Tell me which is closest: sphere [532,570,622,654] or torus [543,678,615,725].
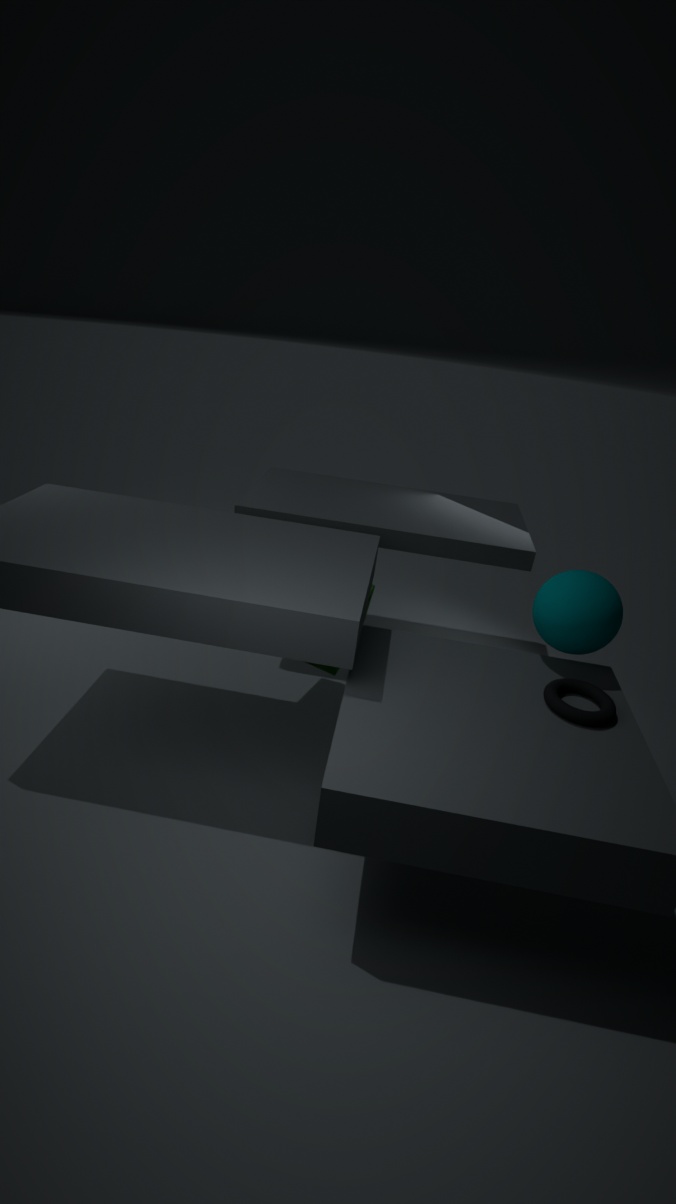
torus [543,678,615,725]
